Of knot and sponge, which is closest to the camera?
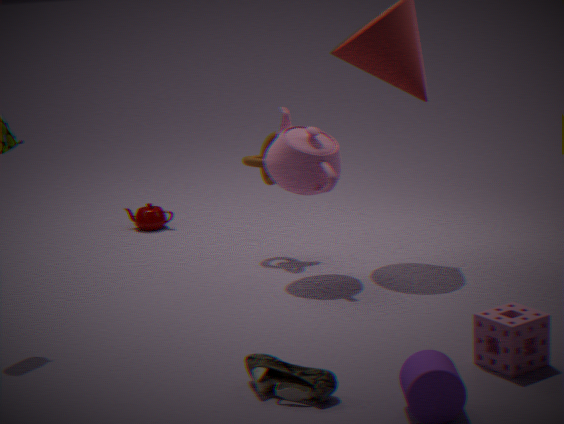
sponge
